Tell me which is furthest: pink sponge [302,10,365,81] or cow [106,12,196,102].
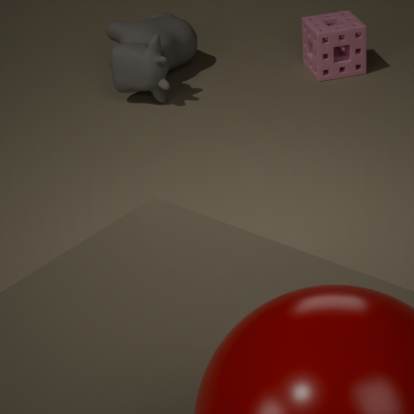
pink sponge [302,10,365,81]
